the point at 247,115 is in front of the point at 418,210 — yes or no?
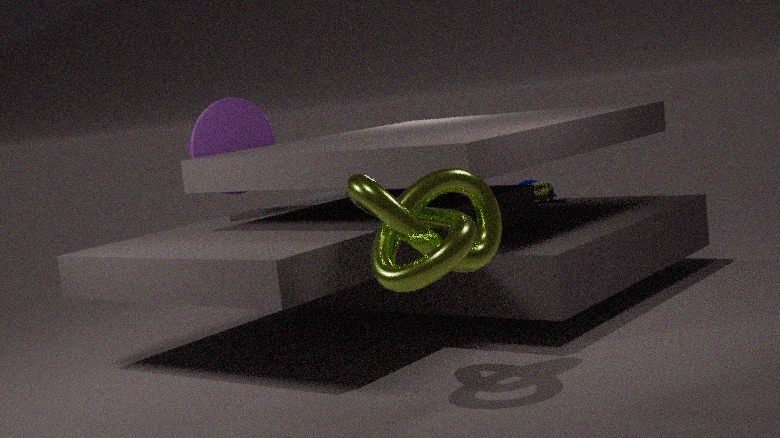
No
